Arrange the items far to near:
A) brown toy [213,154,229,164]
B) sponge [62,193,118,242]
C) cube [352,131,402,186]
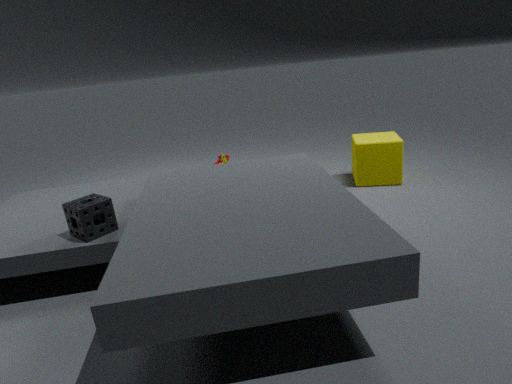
brown toy [213,154,229,164], cube [352,131,402,186], sponge [62,193,118,242]
